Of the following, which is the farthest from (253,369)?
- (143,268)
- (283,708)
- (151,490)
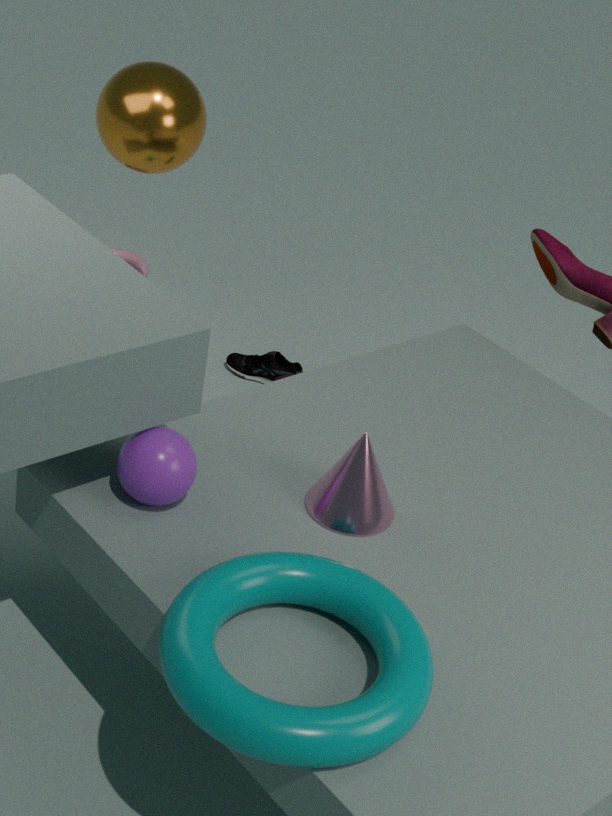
(283,708)
